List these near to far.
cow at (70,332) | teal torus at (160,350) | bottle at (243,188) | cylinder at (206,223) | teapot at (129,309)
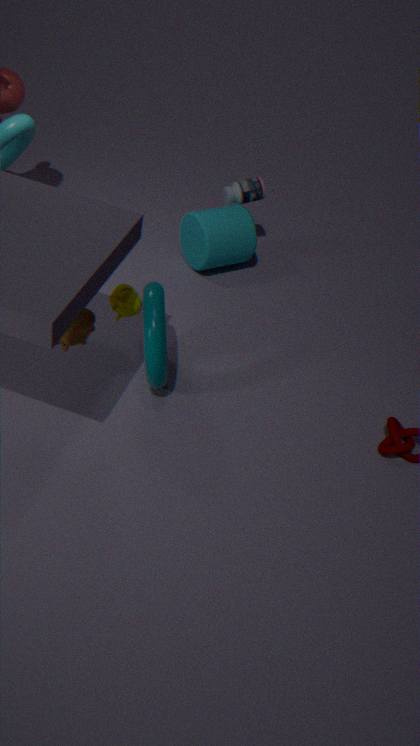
cow at (70,332)
teal torus at (160,350)
teapot at (129,309)
cylinder at (206,223)
bottle at (243,188)
